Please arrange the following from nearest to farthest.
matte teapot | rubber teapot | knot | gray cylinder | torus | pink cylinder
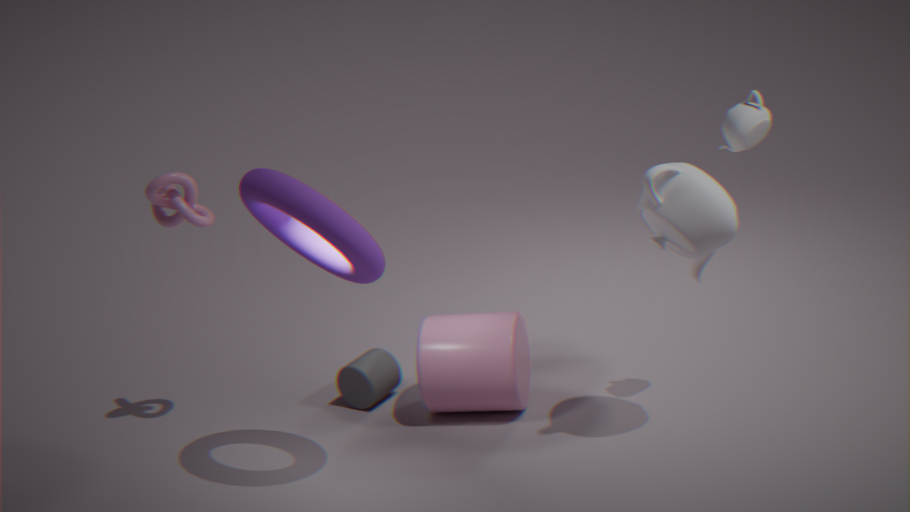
torus, matte teapot, rubber teapot, knot, pink cylinder, gray cylinder
